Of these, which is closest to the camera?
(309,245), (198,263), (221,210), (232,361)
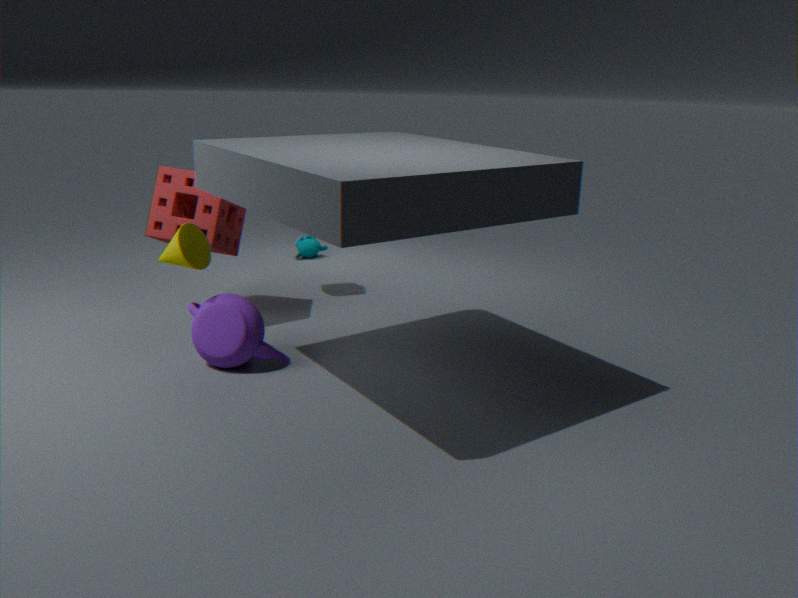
(232,361)
